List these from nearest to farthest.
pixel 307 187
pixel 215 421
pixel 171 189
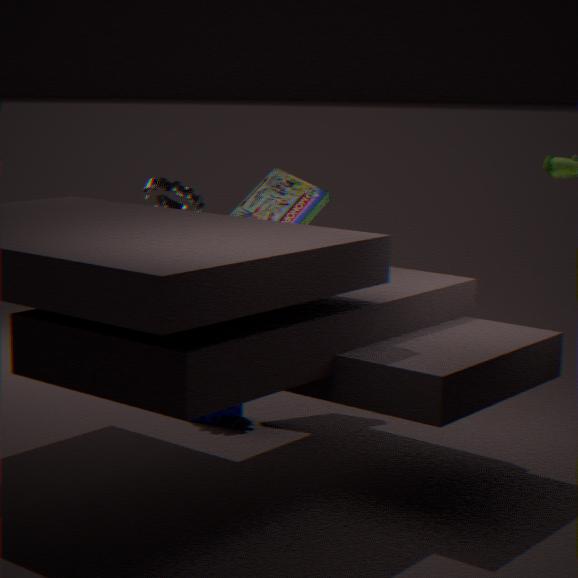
1. pixel 215 421
2. pixel 171 189
3. pixel 307 187
